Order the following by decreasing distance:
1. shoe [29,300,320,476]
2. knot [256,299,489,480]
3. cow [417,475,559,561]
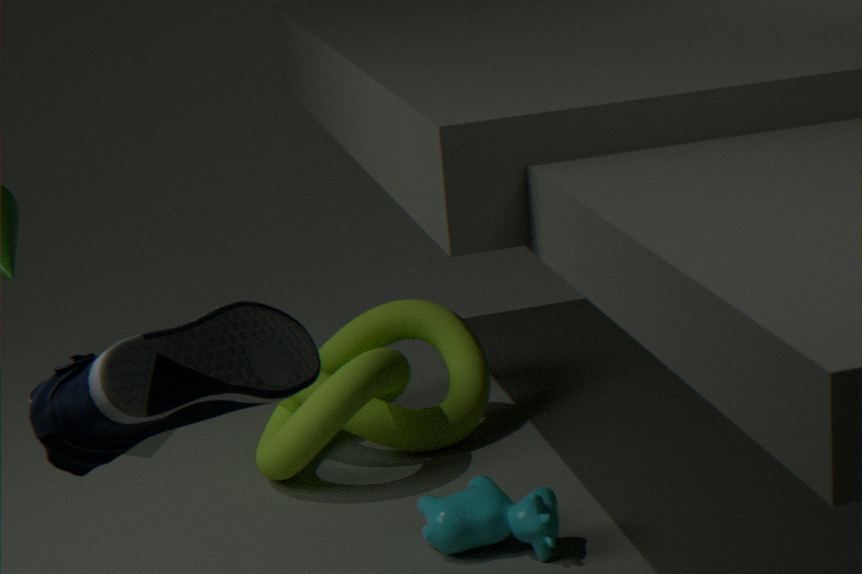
knot [256,299,489,480] < cow [417,475,559,561] < shoe [29,300,320,476]
